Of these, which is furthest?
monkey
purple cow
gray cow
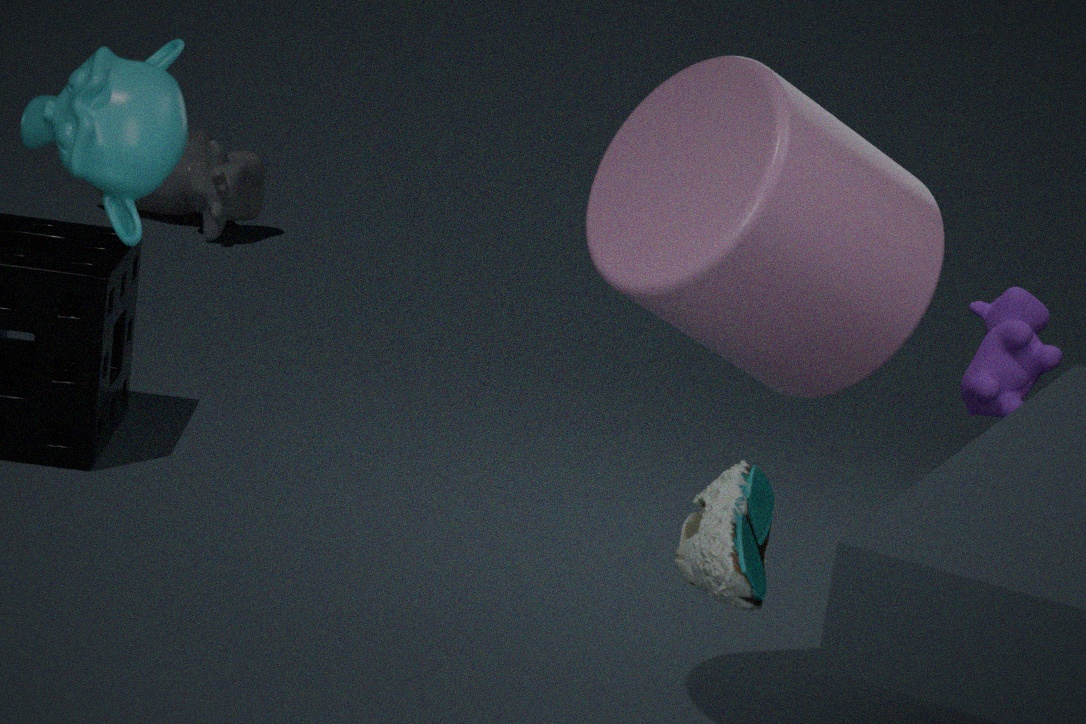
gray cow
